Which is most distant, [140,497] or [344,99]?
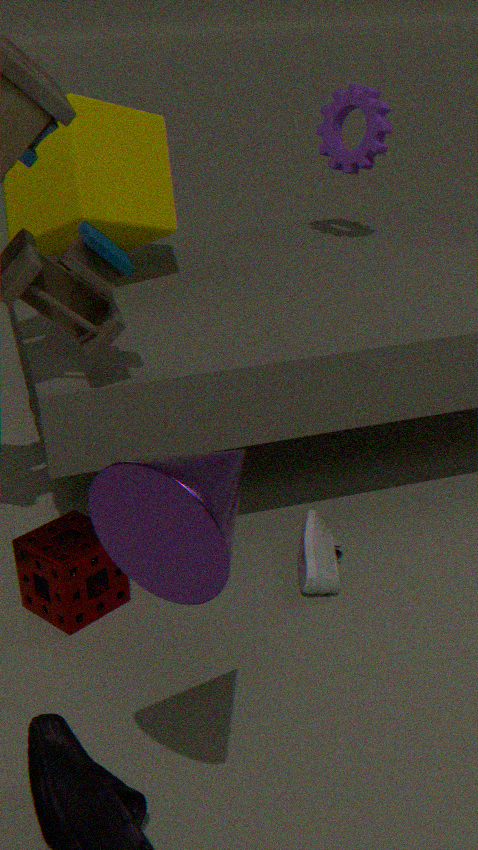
[344,99]
